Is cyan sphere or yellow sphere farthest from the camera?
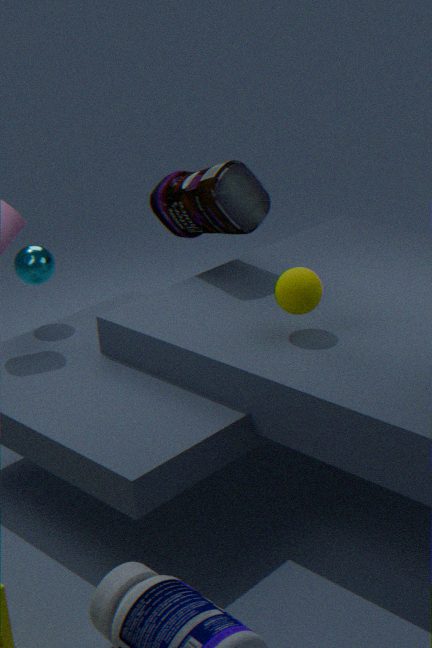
cyan sphere
